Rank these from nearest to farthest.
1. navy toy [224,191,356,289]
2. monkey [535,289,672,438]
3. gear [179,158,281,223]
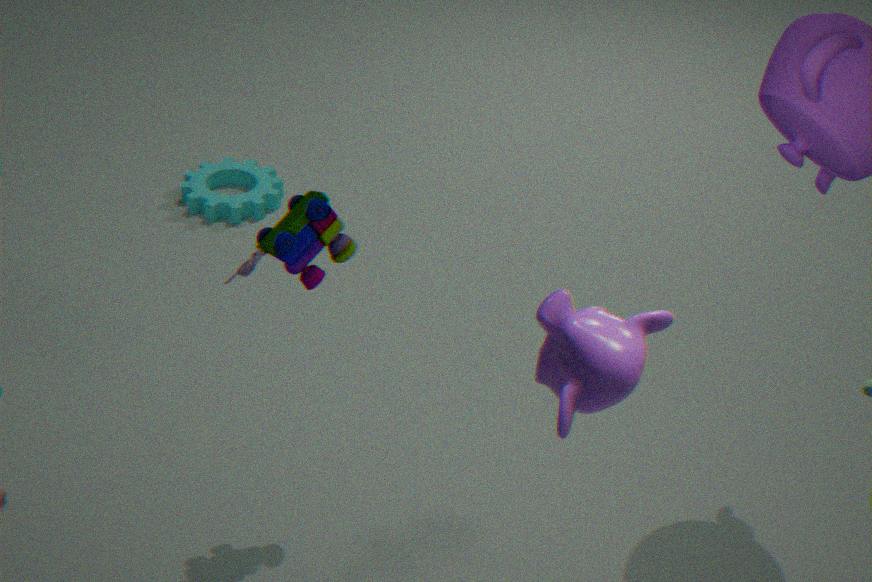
1. monkey [535,289,672,438]
2. navy toy [224,191,356,289]
3. gear [179,158,281,223]
